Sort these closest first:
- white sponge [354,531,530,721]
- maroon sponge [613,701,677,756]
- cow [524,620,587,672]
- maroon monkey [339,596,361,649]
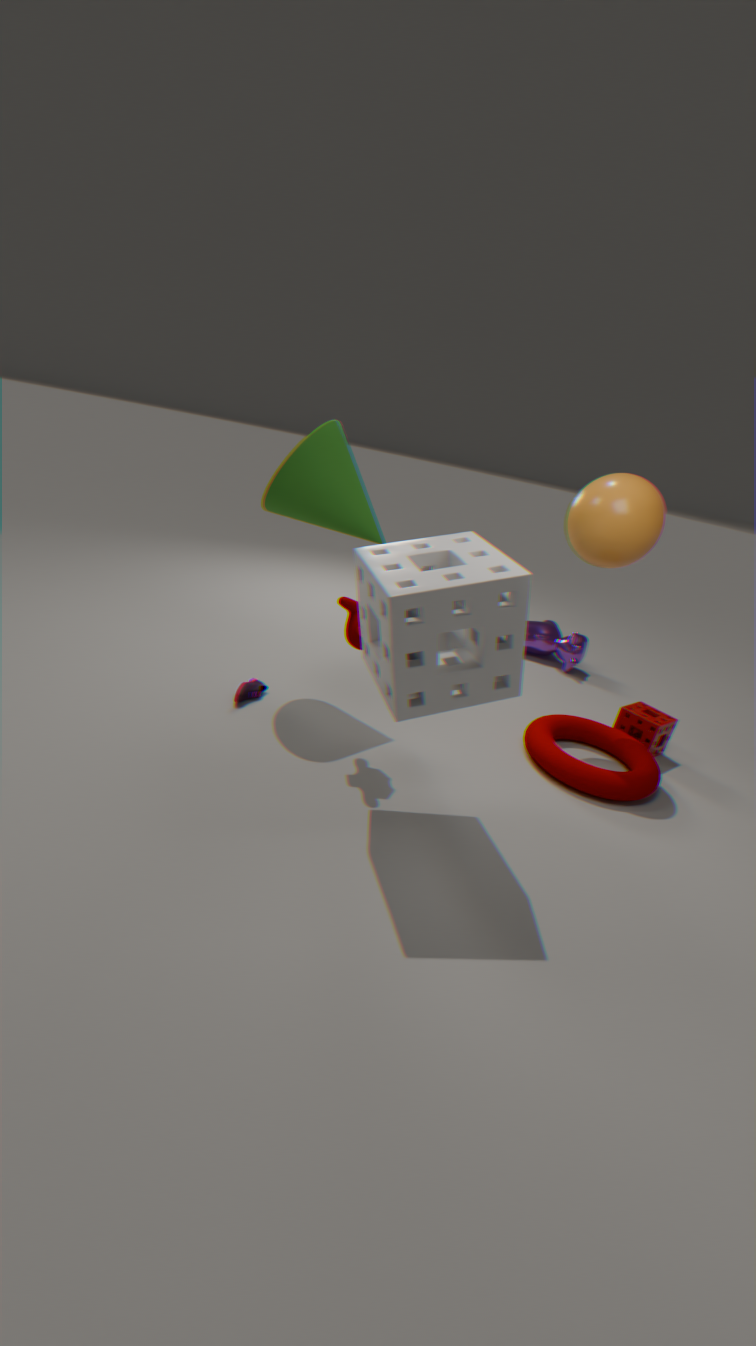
1. white sponge [354,531,530,721]
2. maroon monkey [339,596,361,649]
3. maroon sponge [613,701,677,756]
4. cow [524,620,587,672]
